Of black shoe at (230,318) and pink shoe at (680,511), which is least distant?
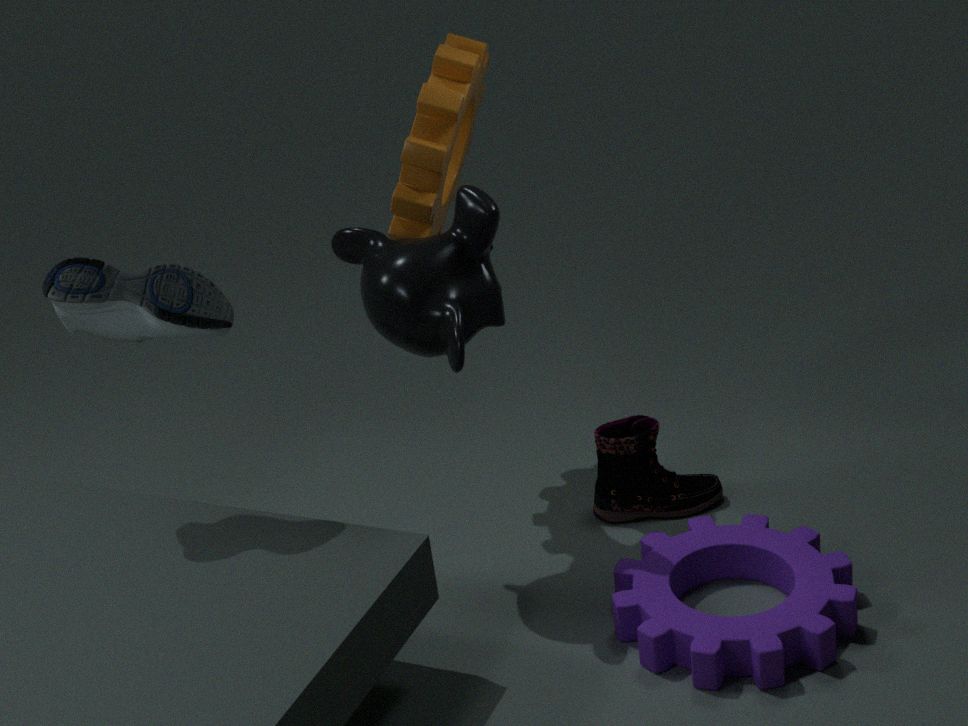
black shoe at (230,318)
